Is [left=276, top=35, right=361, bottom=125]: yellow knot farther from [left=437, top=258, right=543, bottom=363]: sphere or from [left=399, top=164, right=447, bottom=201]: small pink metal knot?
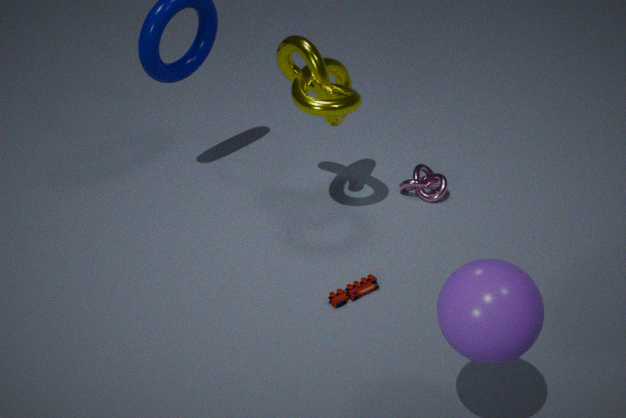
[left=437, top=258, right=543, bottom=363]: sphere
